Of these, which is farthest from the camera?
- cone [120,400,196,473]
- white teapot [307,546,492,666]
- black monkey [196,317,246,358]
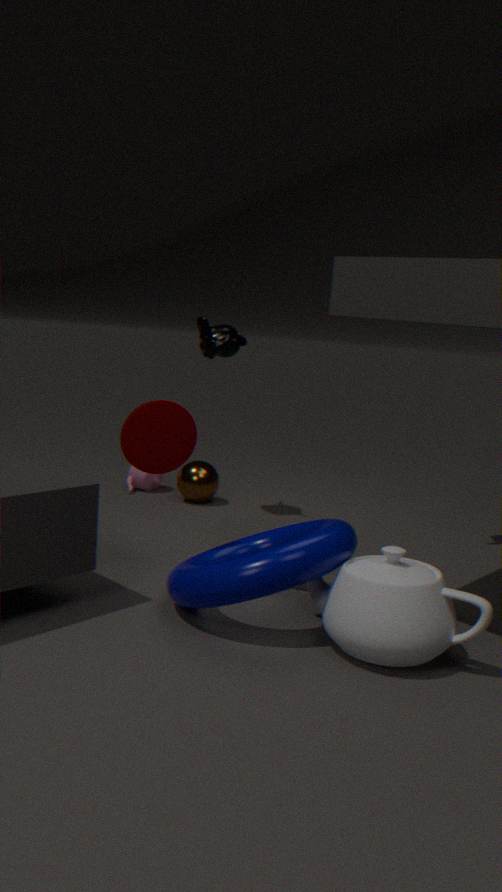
black monkey [196,317,246,358]
